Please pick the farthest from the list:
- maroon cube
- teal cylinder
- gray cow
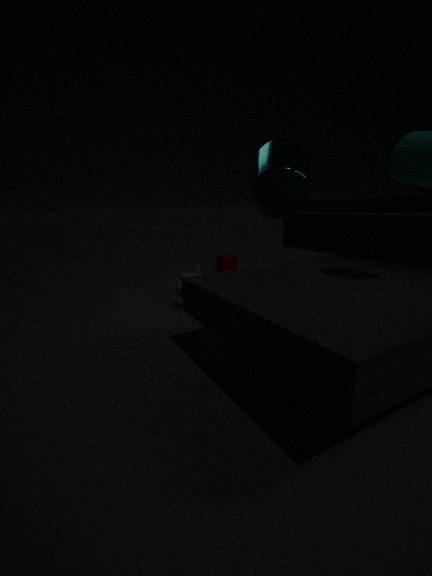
maroon cube
